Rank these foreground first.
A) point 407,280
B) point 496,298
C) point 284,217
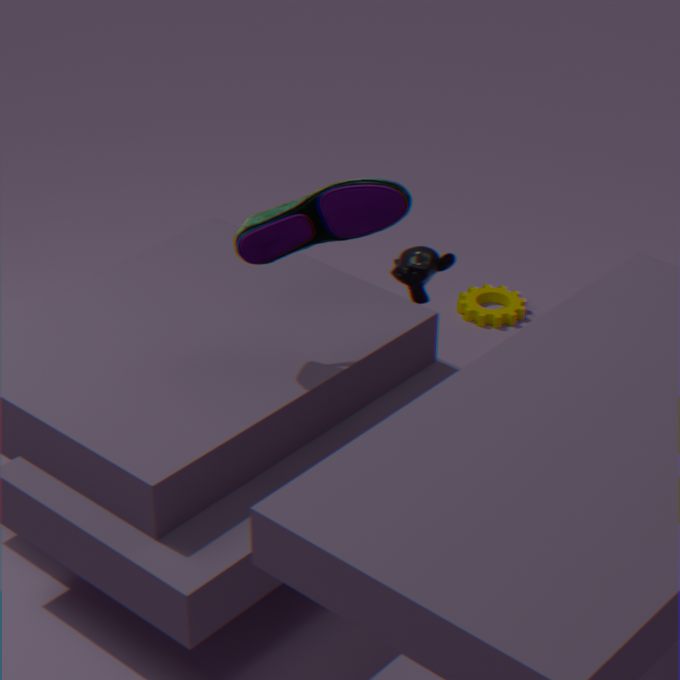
C. point 284,217 → A. point 407,280 → B. point 496,298
